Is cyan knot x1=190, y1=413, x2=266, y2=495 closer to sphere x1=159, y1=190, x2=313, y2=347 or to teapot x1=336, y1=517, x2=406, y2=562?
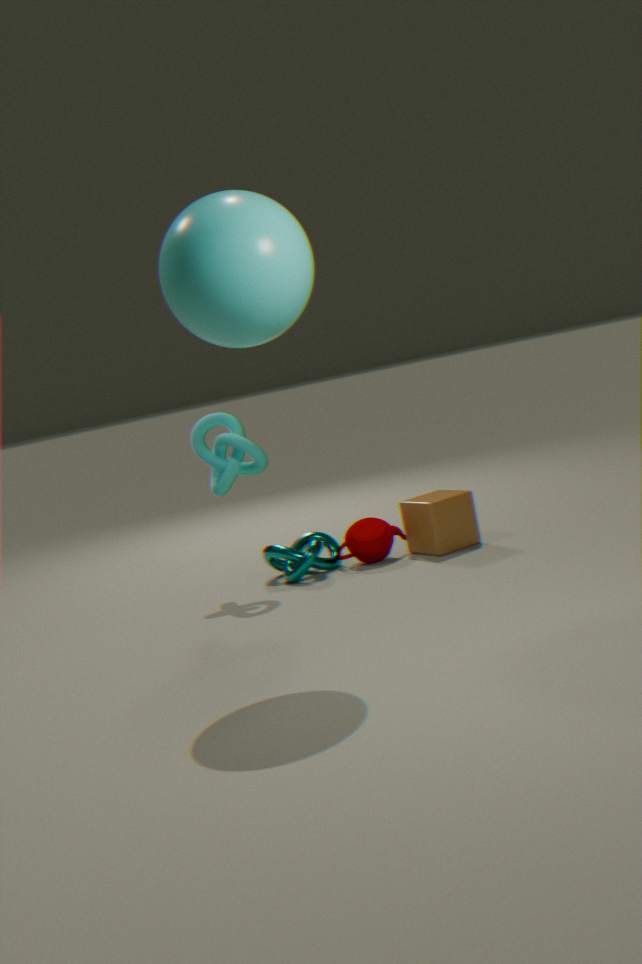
teapot x1=336, y1=517, x2=406, y2=562
